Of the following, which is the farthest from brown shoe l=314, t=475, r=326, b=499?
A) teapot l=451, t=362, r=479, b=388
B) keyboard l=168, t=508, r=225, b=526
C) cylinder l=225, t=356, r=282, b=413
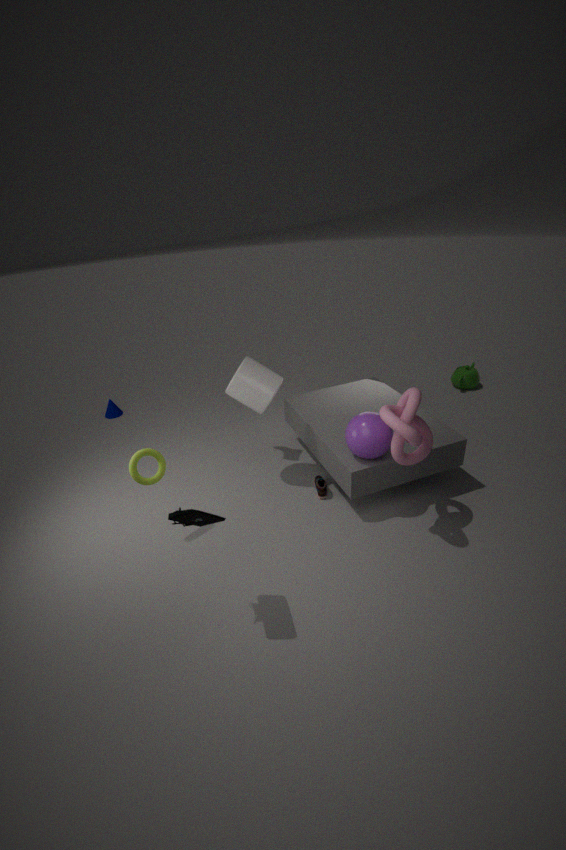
teapot l=451, t=362, r=479, b=388
